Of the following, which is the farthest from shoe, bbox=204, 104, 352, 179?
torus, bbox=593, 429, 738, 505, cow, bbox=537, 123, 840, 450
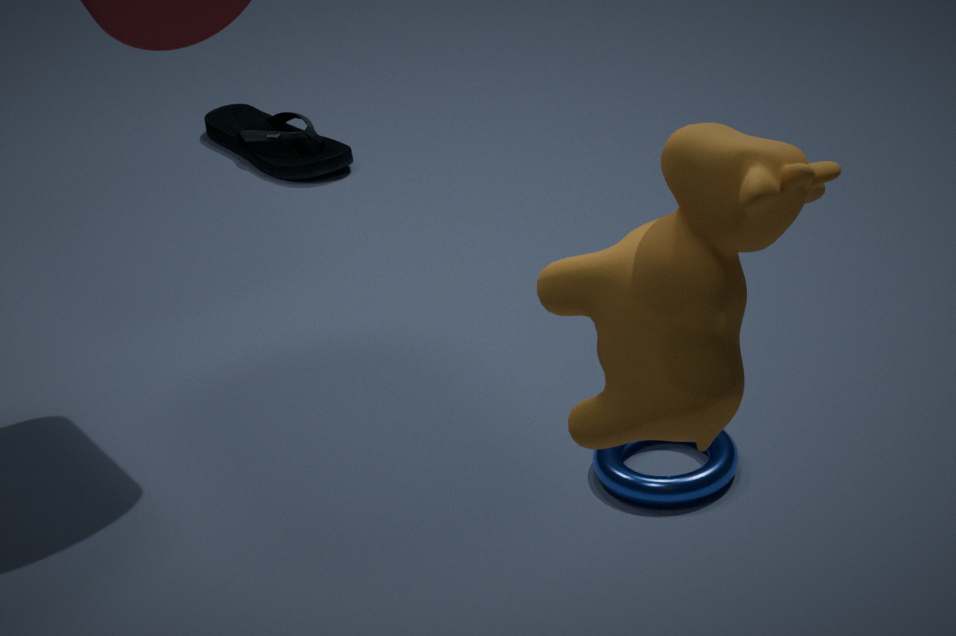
cow, bbox=537, 123, 840, 450
